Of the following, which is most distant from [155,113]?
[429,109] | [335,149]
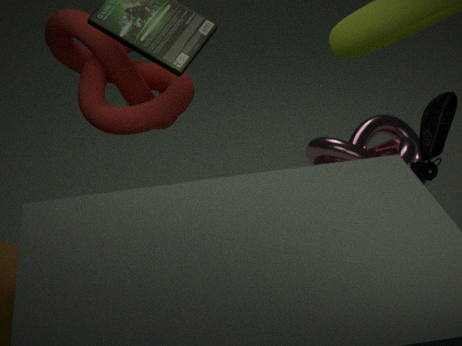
[335,149]
